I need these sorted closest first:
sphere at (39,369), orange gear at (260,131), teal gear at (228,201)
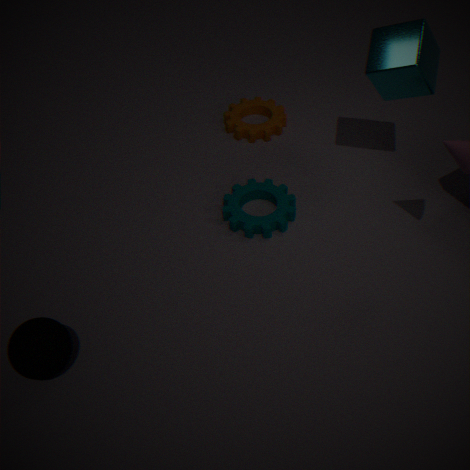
sphere at (39,369), teal gear at (228,201), orange gear at (260,131)
